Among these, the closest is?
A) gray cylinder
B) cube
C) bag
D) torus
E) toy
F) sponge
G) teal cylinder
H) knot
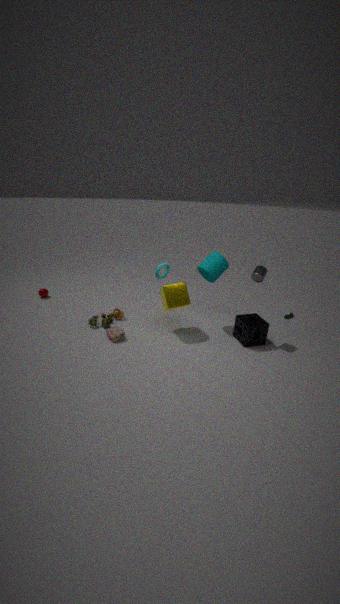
gray cylinder
